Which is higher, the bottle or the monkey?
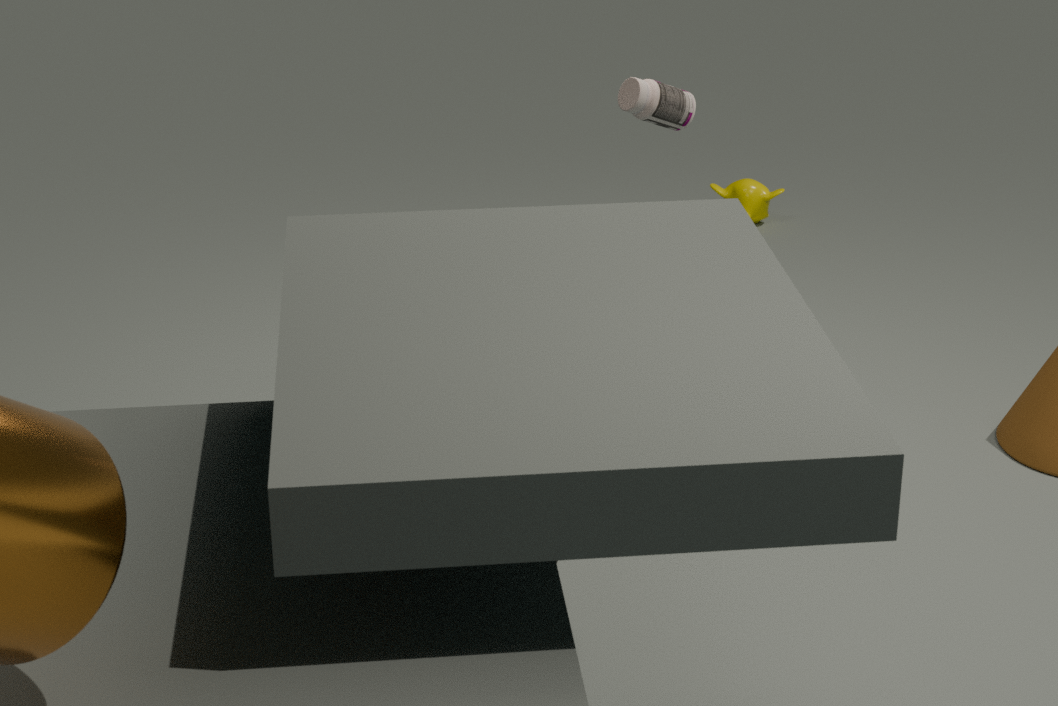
the bottle
